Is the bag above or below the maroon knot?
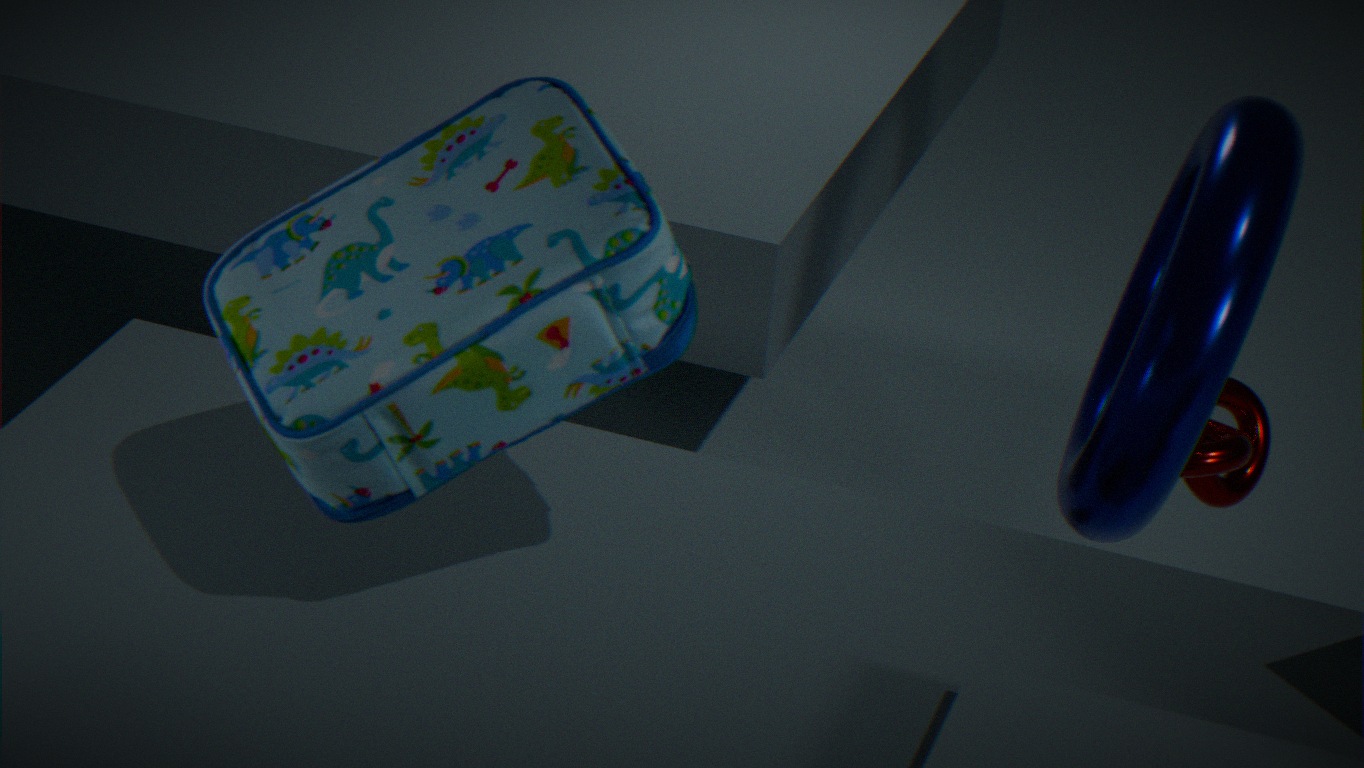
above
